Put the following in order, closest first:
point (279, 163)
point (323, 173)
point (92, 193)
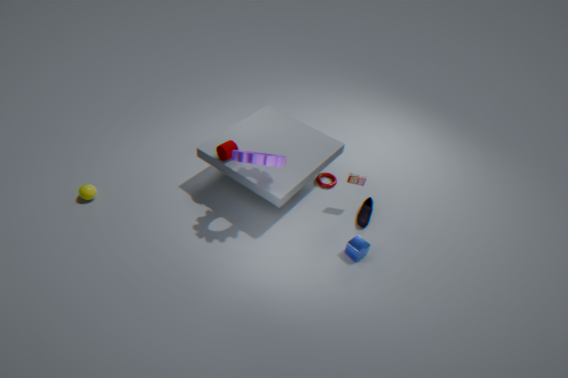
point (279, 163) → point (92, 193) → point (323, 173)
